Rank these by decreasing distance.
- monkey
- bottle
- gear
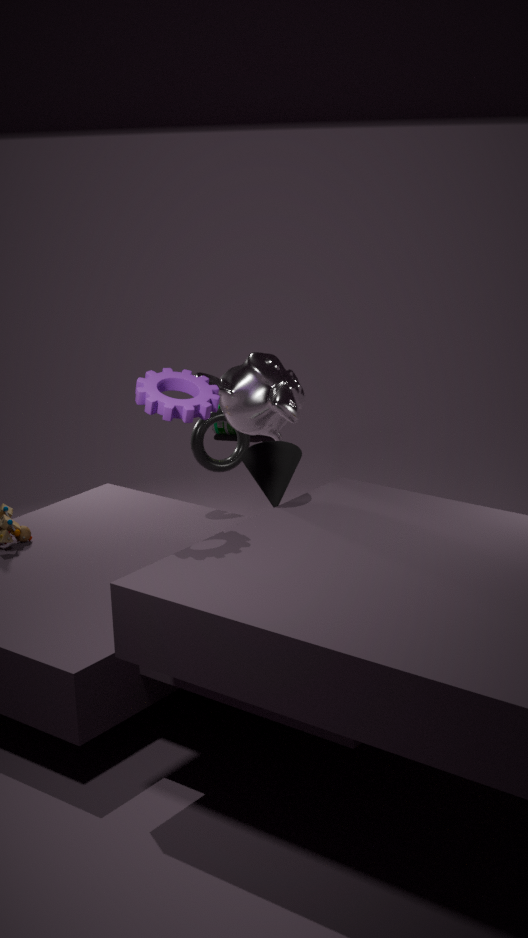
bottle, monkey, gear
